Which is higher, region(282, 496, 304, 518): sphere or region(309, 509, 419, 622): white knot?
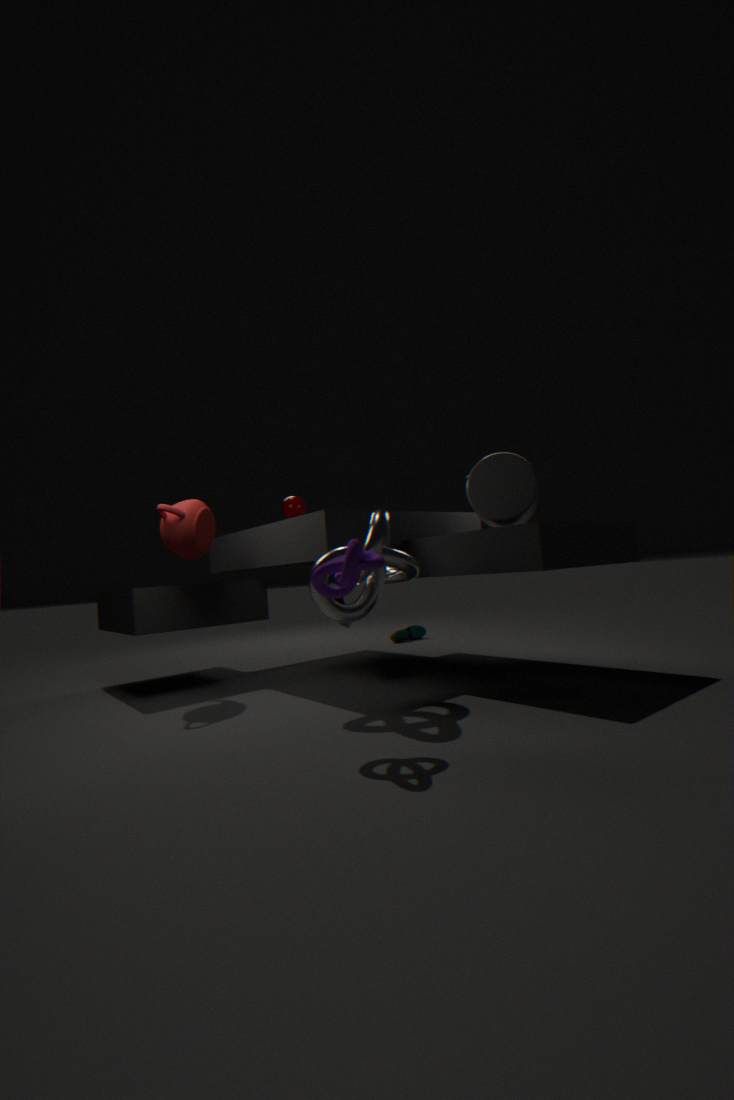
region(282, 496, 304, 518): sphere
